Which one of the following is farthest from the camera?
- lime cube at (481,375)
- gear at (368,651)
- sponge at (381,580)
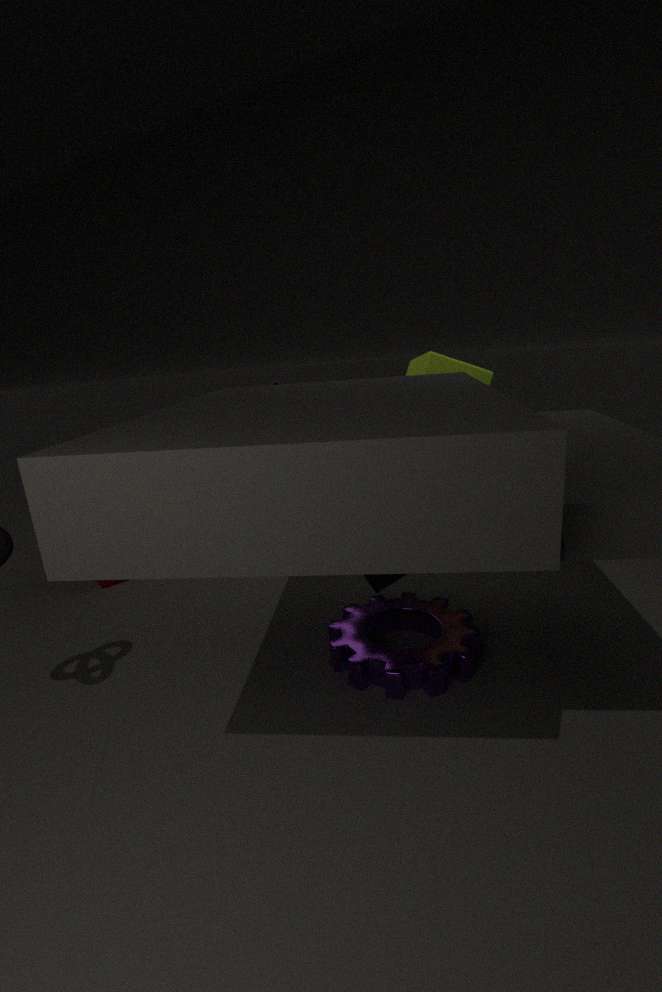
lime cube at (481,375)
